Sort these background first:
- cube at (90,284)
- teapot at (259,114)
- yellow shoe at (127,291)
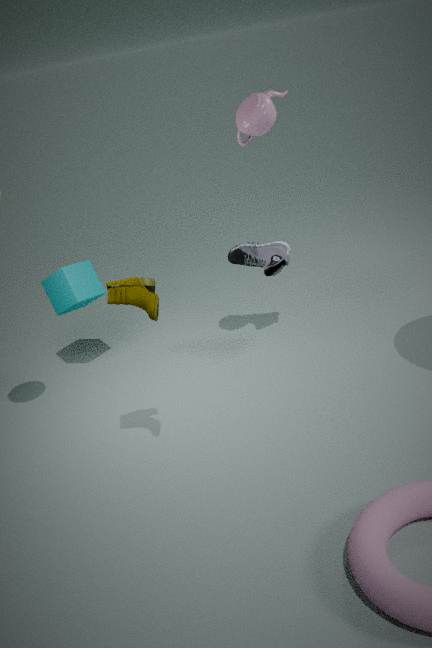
cube at (90,284) < teapot at (259,114) < yellow shoe at (127,291)
